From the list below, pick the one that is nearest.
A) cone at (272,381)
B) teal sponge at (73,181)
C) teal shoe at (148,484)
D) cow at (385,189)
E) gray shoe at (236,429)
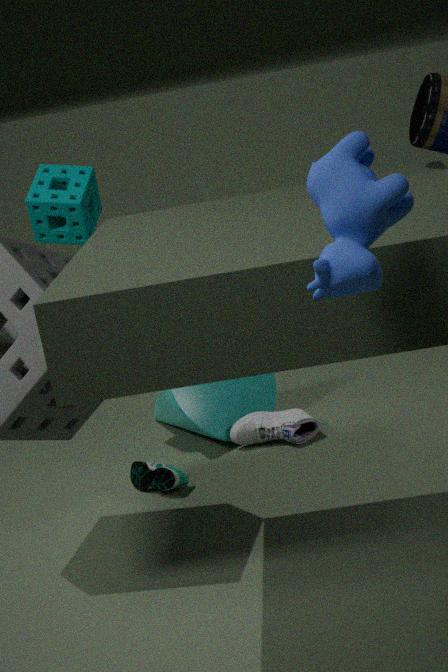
cow at (385,189)
